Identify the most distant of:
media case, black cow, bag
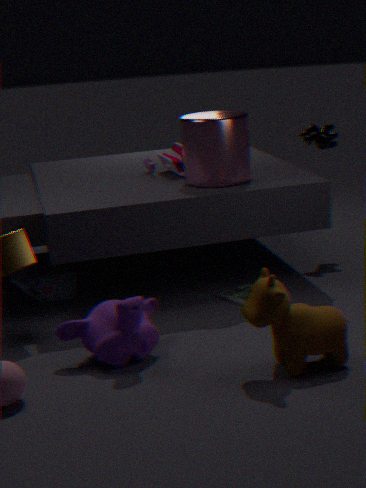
black cow
